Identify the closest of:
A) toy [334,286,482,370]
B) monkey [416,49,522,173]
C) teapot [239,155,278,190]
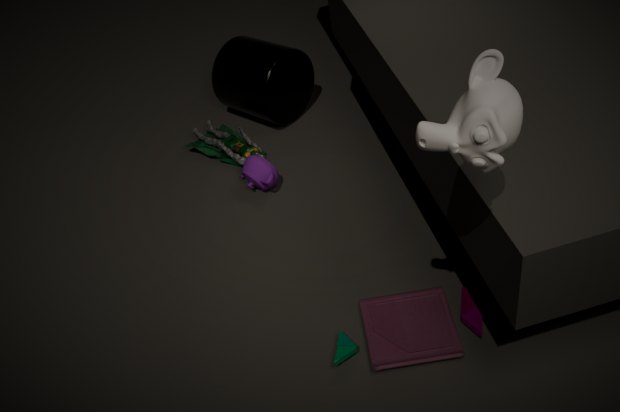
monkey [416,49,522,173]
